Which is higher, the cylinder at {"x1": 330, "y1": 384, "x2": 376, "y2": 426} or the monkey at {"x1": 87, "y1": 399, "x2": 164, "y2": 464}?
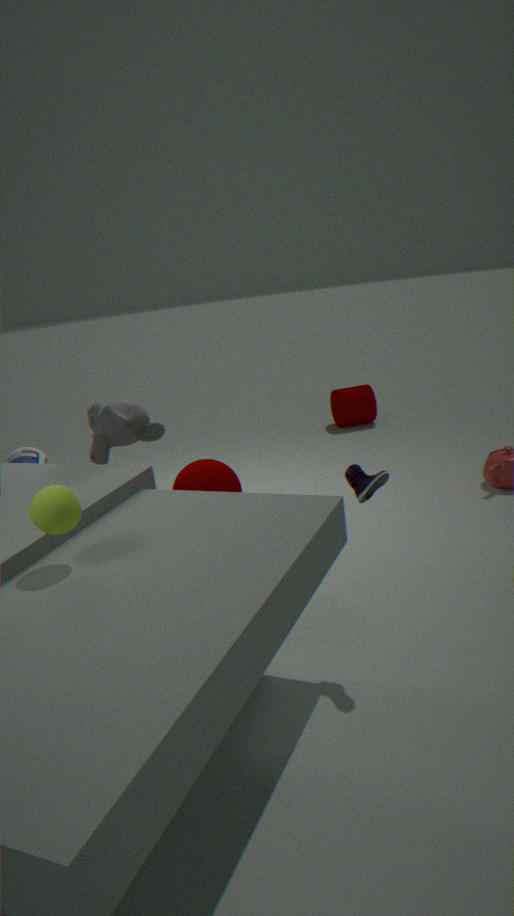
the monkey at {"x1": 87, "y1": 399, "x2": 164, "y2": 464}
